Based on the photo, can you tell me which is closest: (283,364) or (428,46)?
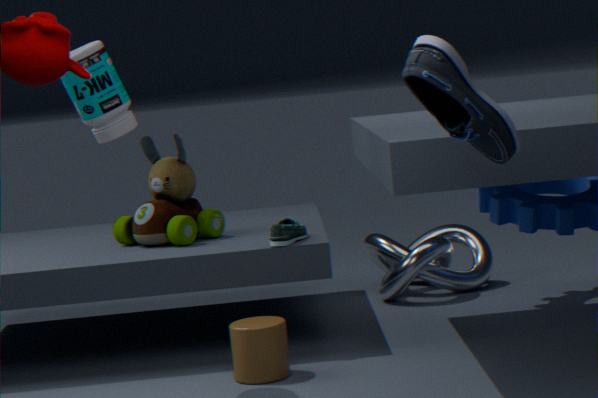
(428,46)
